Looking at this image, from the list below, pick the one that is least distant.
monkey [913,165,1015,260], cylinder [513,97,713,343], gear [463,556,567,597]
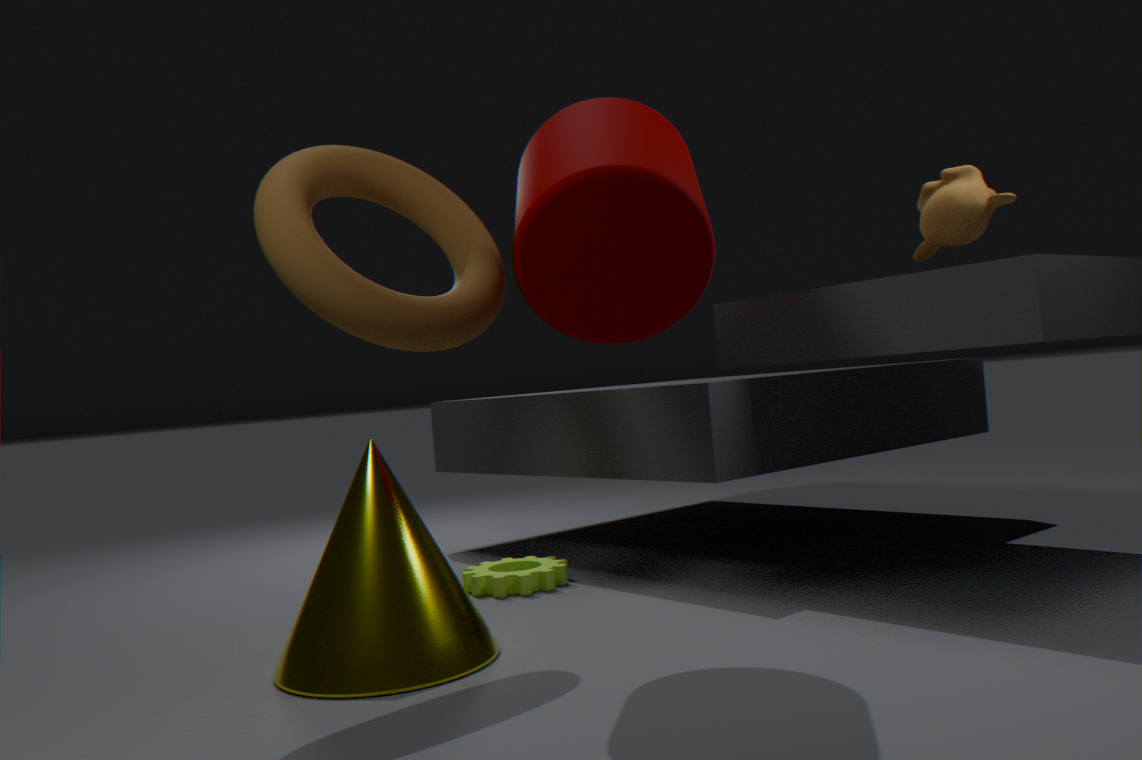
cylinder [513,97,713,343]
